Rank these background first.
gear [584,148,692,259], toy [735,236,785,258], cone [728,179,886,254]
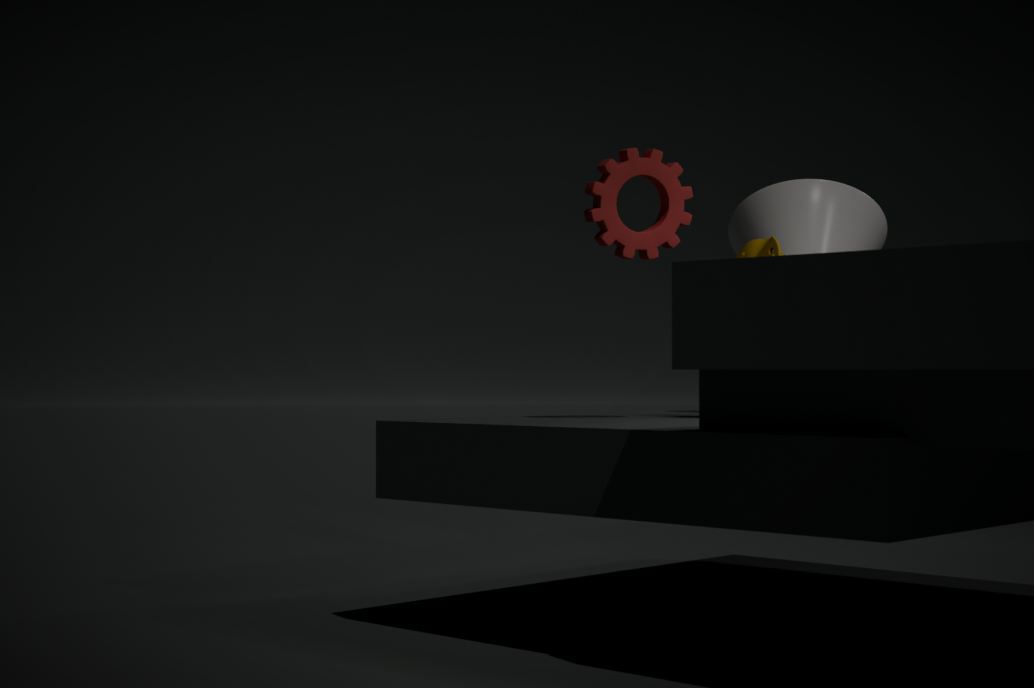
cone [728,179,886,254] → toy [735,236,785,258] → gear [584,148,692,259]
